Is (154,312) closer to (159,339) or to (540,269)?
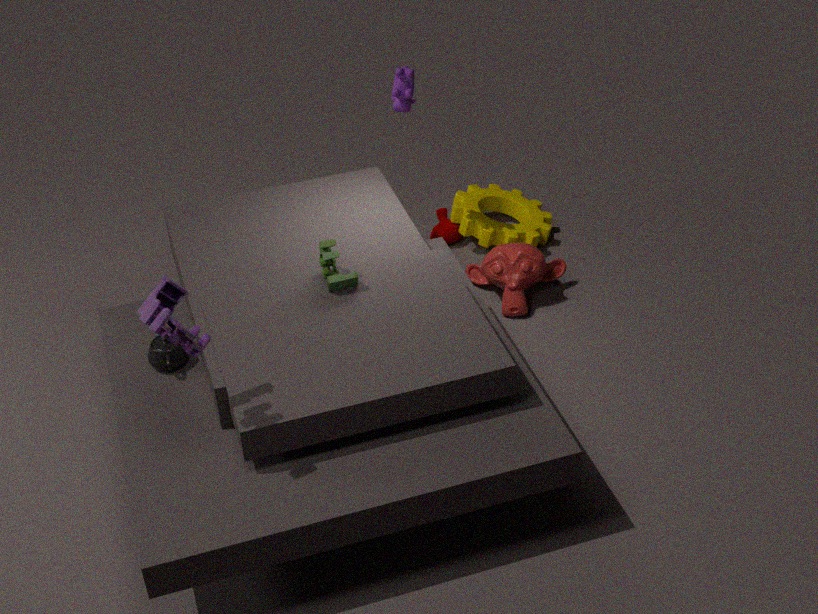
(159,339)
